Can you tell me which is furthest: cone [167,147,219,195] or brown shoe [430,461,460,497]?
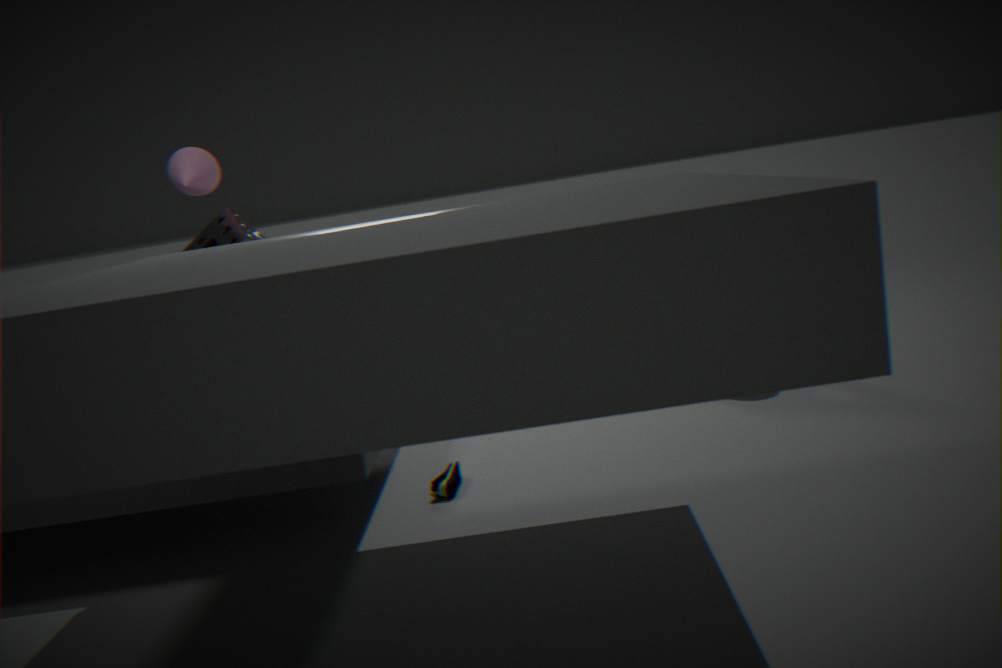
cone [167,147,219,195]
